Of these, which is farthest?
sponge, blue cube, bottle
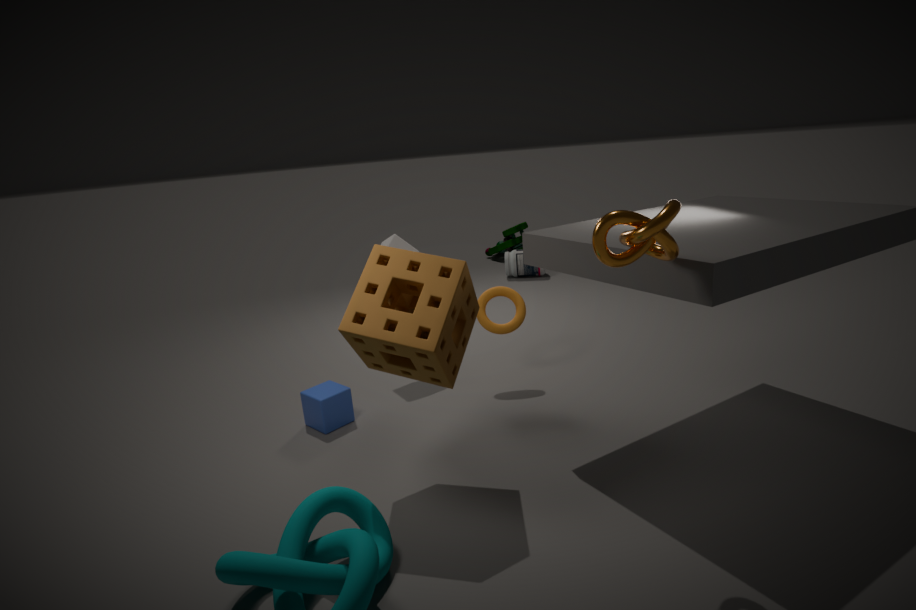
bottle
